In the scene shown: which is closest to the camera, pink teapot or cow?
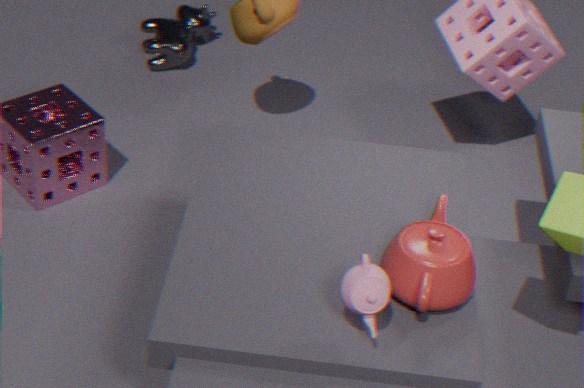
pink teapot
